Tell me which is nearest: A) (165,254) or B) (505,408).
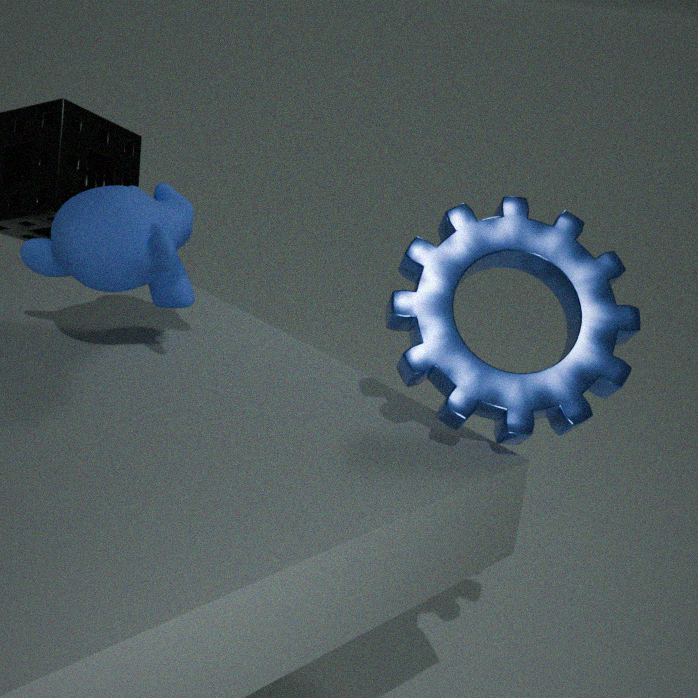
B. (505,408)
